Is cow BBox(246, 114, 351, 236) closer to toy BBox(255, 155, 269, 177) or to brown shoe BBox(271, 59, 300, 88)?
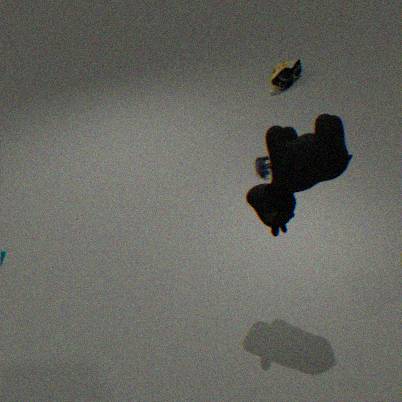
toy BBox(255, 155, 269, 177)
